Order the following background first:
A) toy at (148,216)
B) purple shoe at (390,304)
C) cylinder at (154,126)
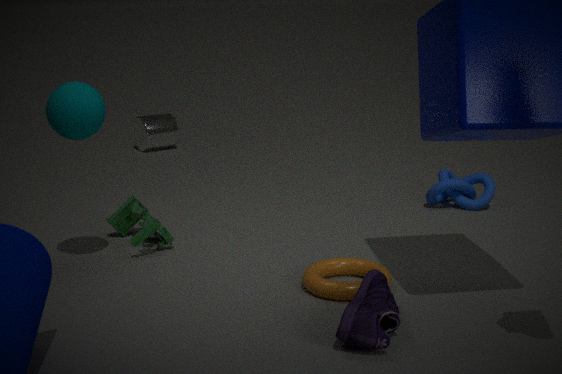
cylinder at (154,126) → toy at (148,216) → purple shoe at (390,304)
